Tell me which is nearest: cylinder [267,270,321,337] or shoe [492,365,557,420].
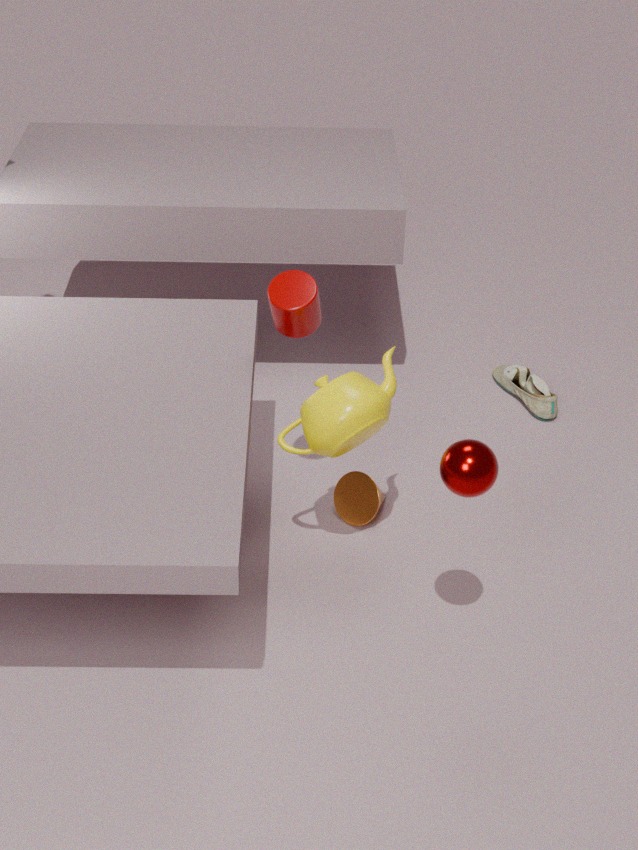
cylinder [267,270,321,337]
